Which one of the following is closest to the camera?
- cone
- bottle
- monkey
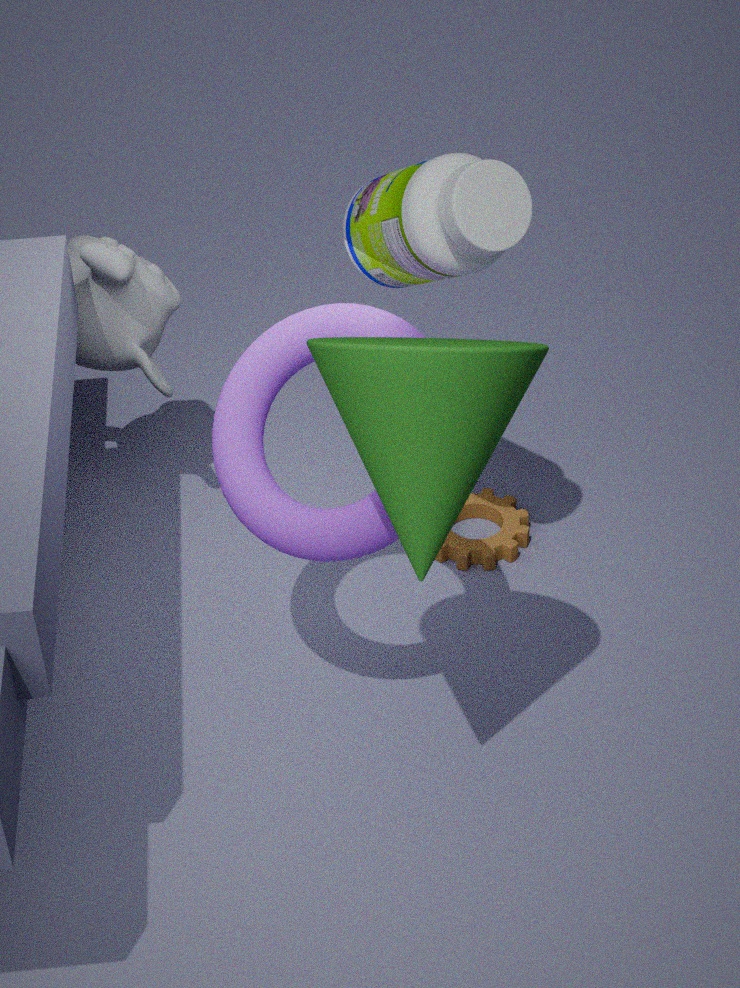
cone
